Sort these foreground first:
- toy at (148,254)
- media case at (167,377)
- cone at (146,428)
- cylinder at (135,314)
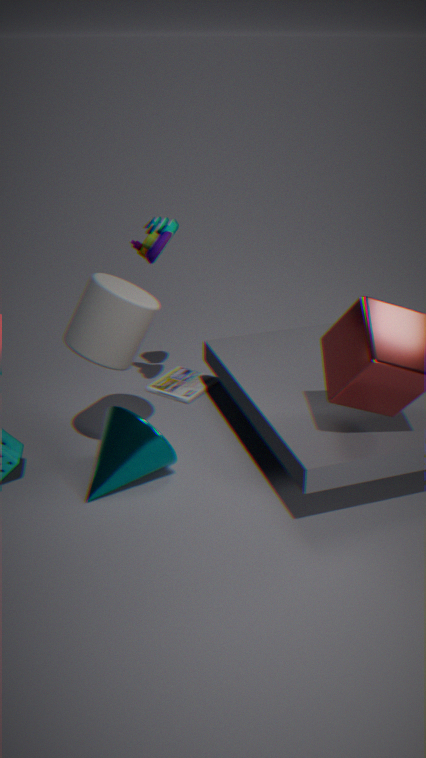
cylinder at (135,314), cone at (146,428), toy at (148,254), media case at (167,377)
